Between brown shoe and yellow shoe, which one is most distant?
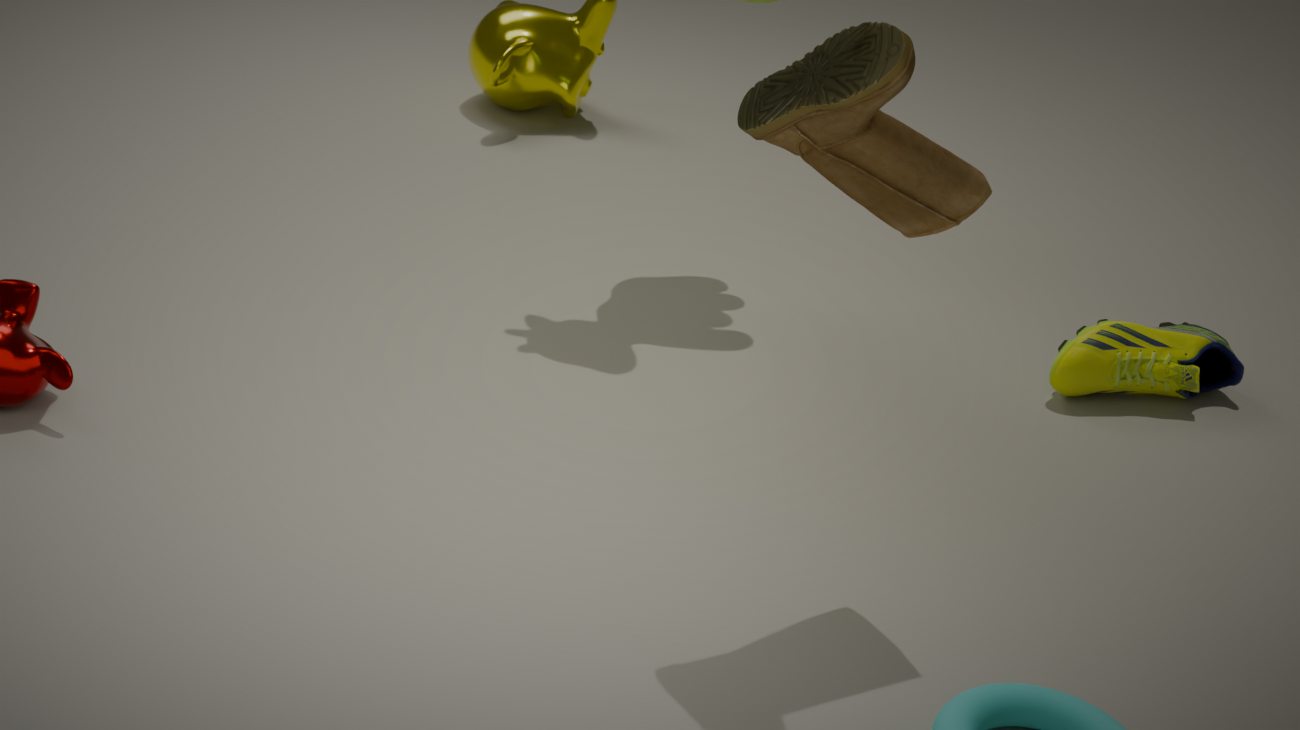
yellow shoe
